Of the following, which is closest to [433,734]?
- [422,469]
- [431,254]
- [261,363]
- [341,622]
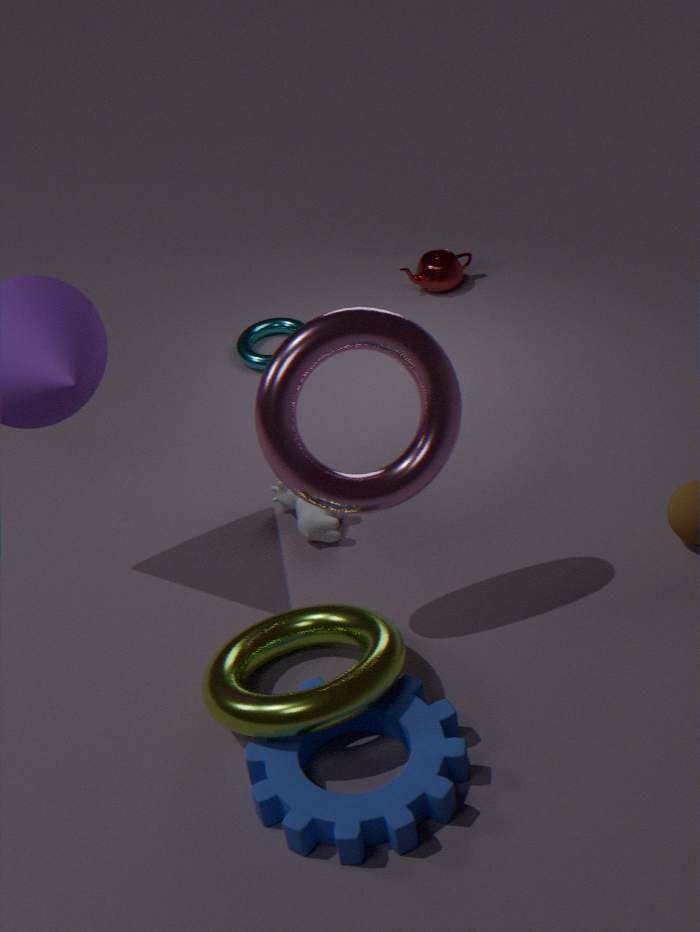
[341,622]
